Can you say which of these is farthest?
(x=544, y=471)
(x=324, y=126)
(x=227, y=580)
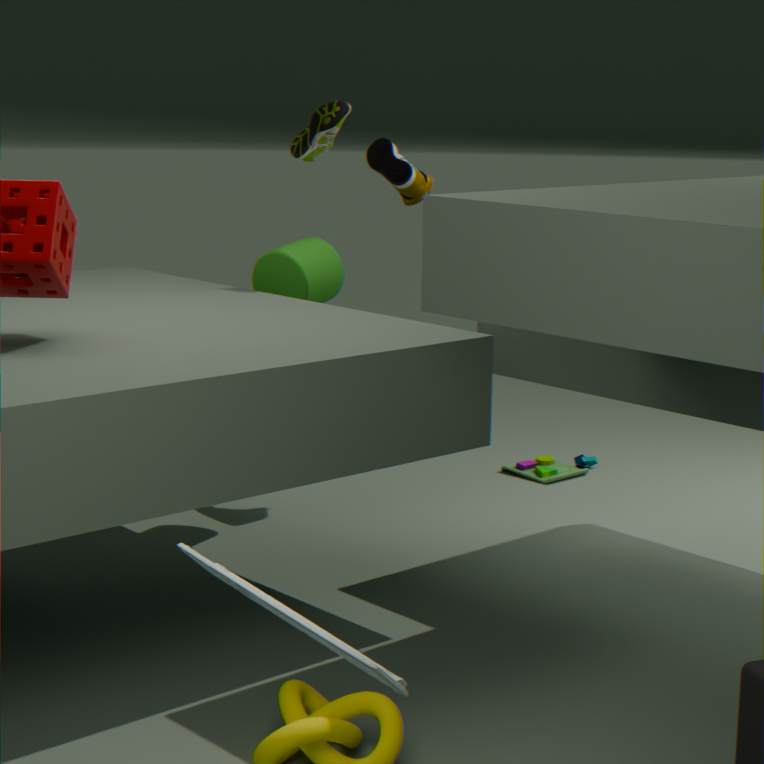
(x=544, y=471)
